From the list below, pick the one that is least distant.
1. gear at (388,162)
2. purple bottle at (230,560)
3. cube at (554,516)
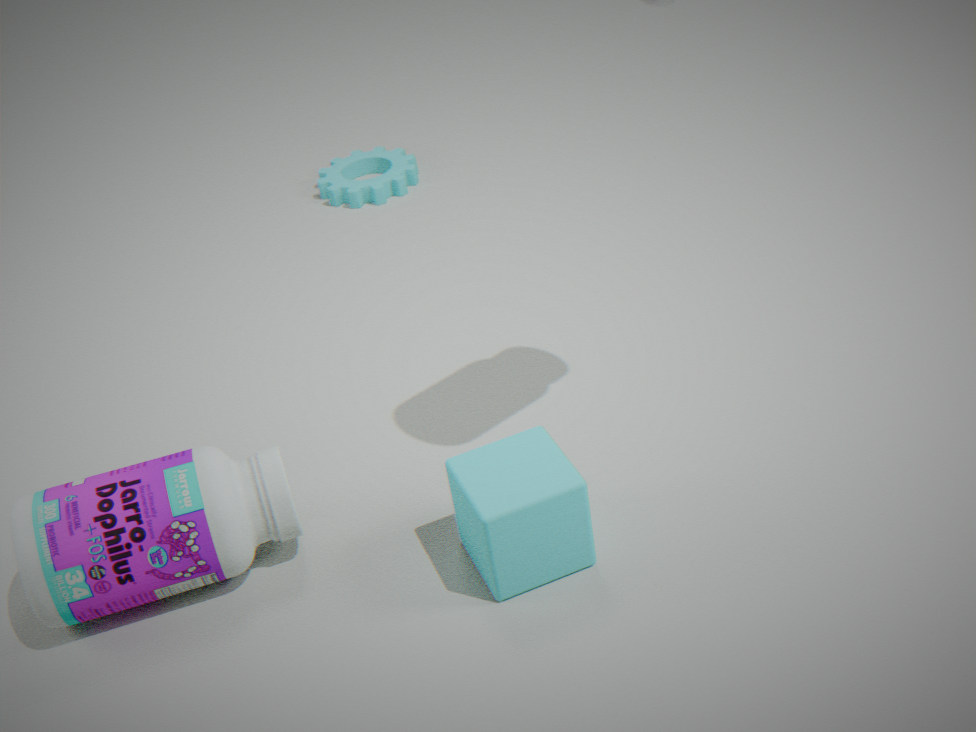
cube at (554,516)
